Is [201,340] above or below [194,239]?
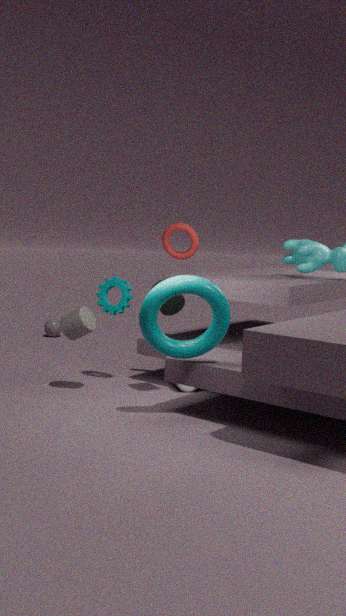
below
